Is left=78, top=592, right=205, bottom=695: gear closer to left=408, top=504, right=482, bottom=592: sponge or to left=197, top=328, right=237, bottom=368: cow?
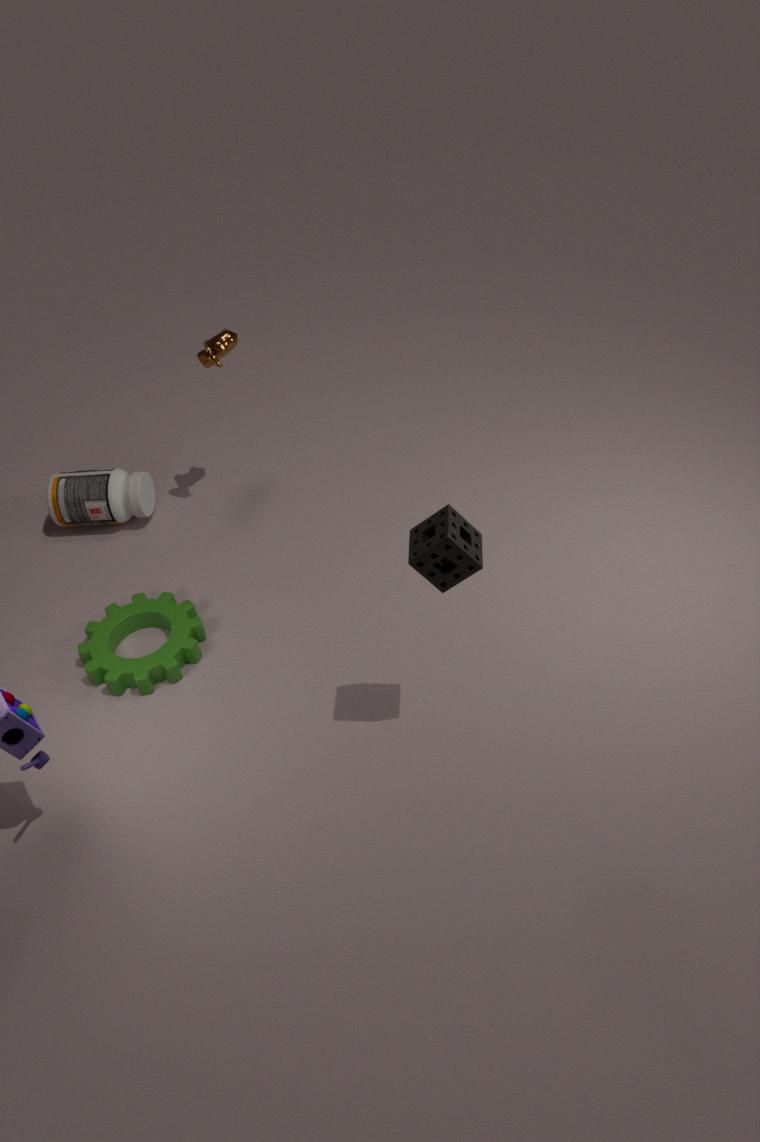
left=197, top=328, right=237, bottom=368: cow
